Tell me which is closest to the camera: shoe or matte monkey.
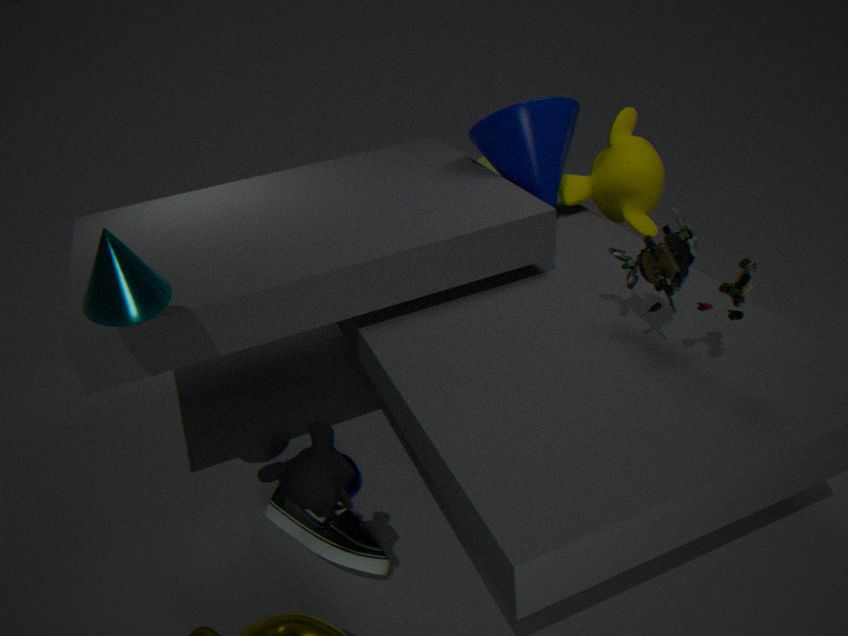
shoe
